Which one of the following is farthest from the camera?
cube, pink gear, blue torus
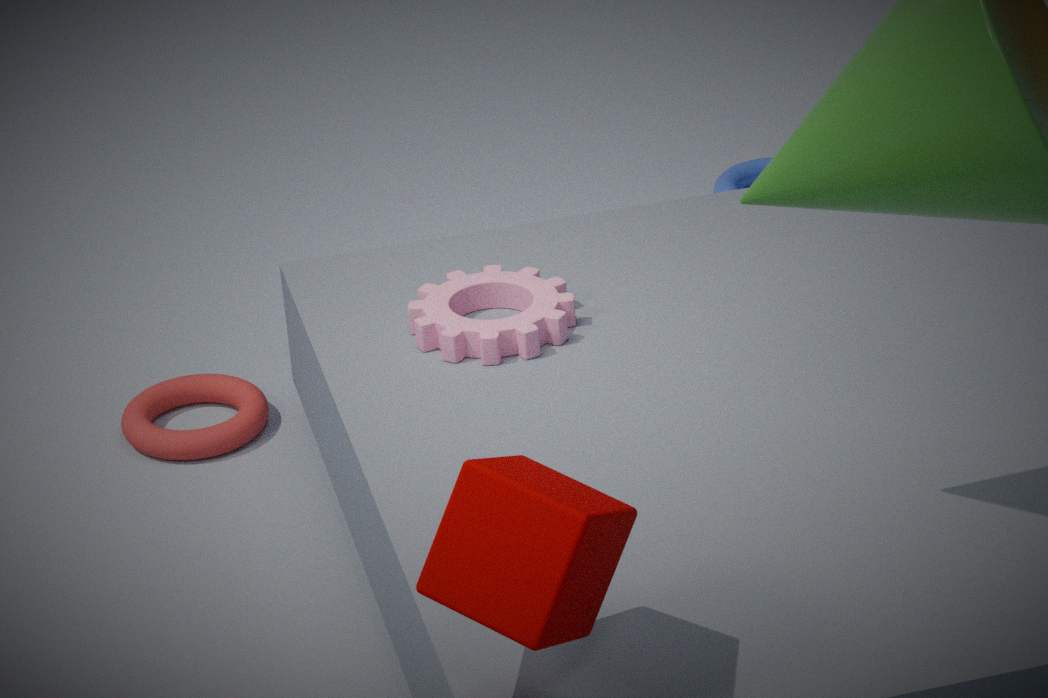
blue torus
